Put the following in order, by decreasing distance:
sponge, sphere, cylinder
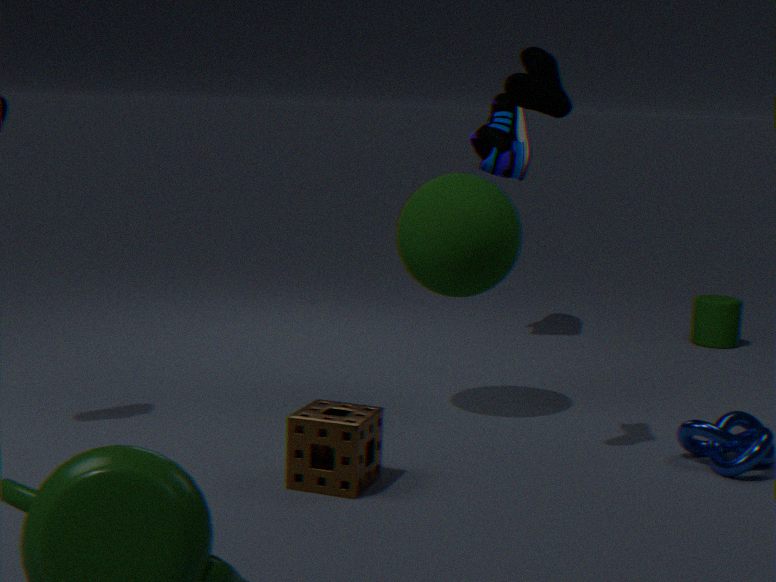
cylinder → sphere → sponge
